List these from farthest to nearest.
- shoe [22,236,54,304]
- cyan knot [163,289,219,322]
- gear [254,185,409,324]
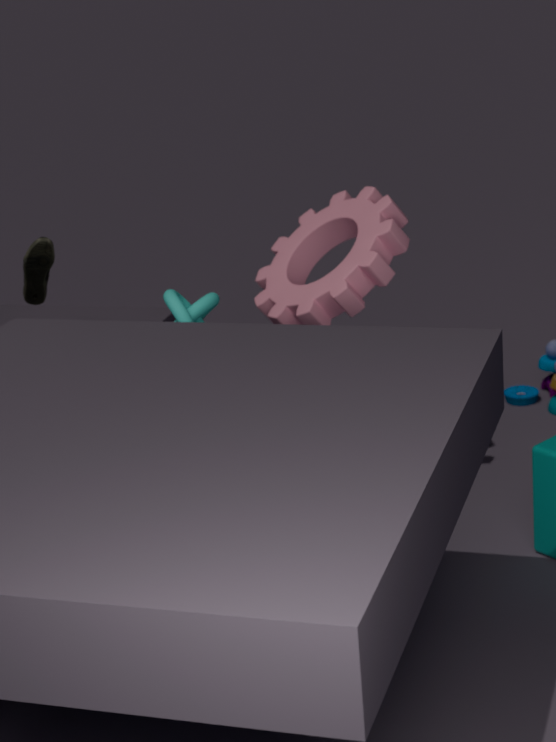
gear [254,185,409,324], shoe [22,236,54,304], cyan knot [163,289,219,322]
